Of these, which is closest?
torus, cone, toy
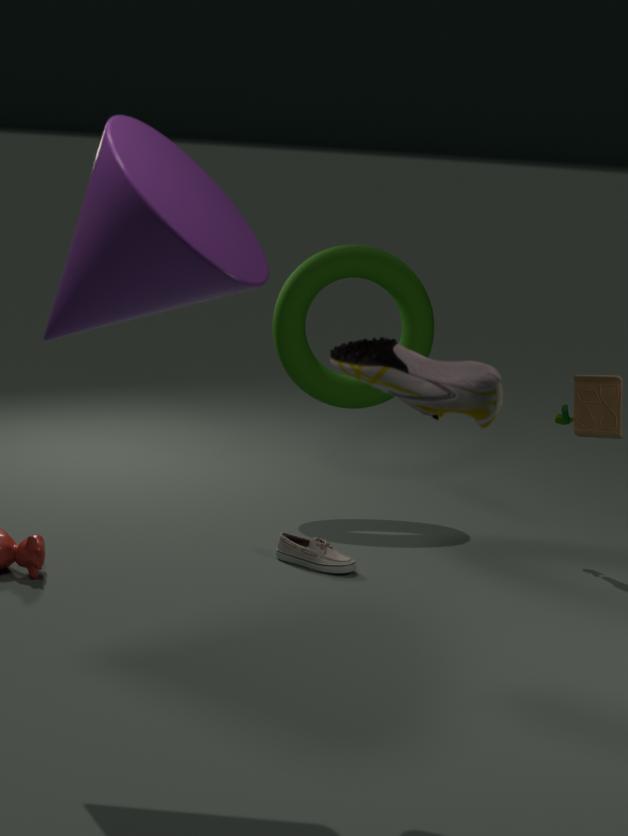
cone
